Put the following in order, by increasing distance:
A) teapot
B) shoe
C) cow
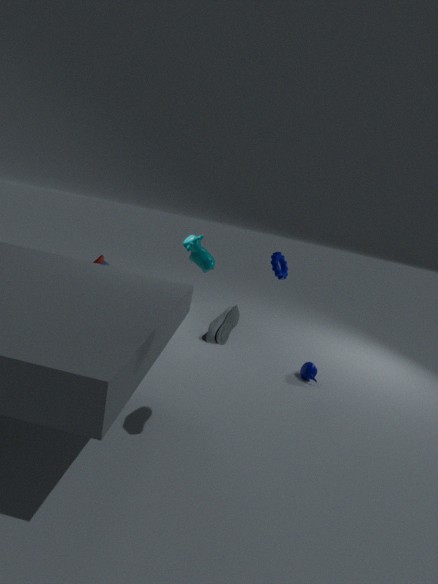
shoe < teapot < cow
